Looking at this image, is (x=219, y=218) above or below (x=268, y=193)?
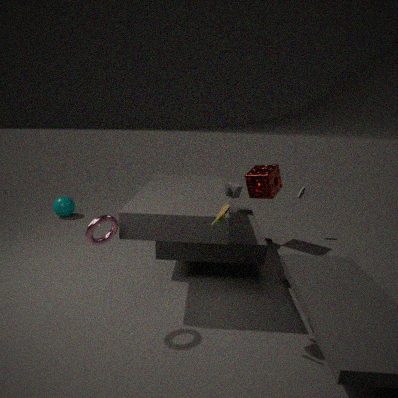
above
